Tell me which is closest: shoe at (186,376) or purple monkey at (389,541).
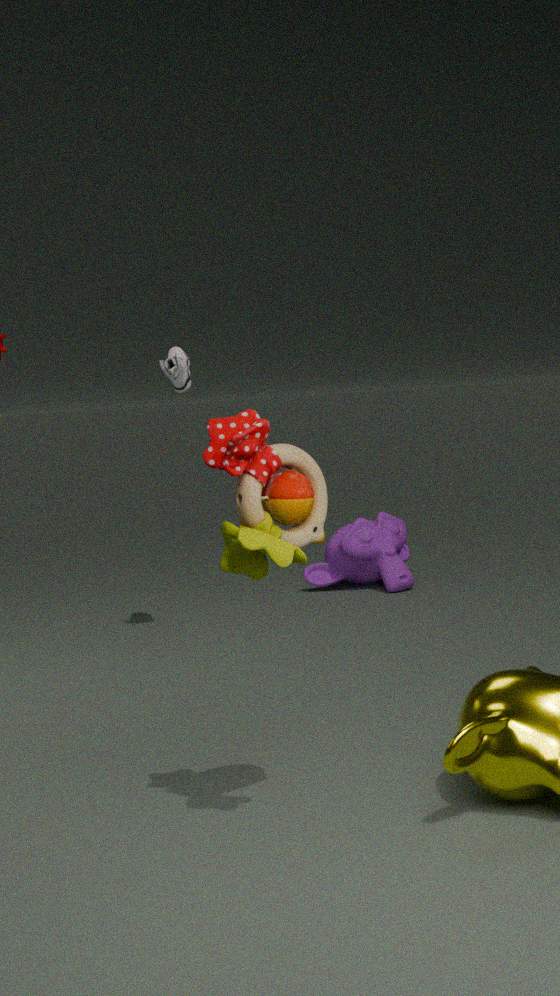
shoe at (186,376)
